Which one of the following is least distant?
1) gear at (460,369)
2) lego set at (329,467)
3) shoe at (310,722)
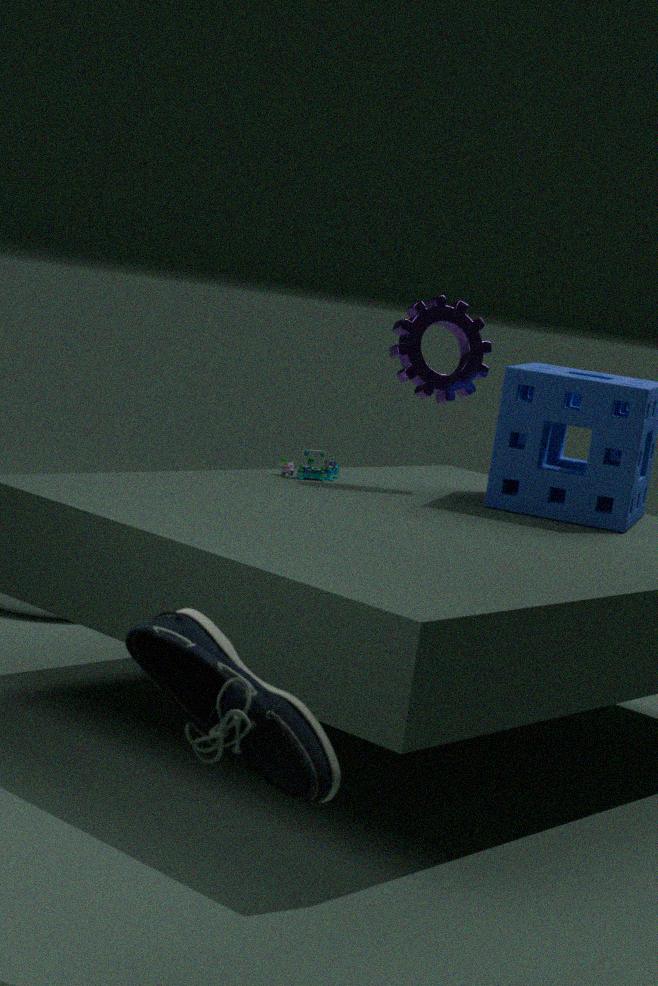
3. shoe at (310,722)
